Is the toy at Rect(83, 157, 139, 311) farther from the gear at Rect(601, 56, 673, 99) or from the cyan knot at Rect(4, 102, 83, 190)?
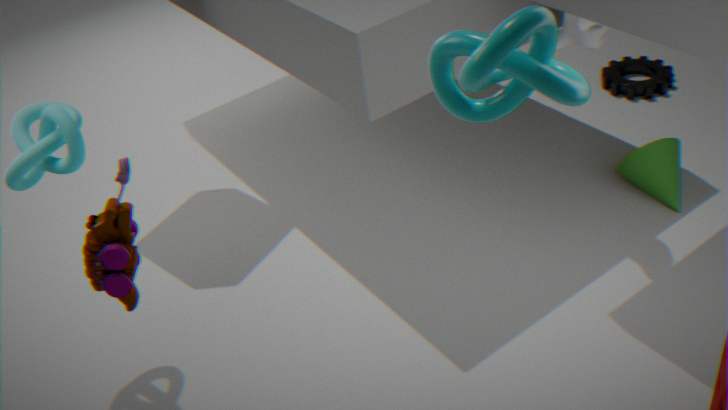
the gear at Rect(601, 56, 673, 99)
